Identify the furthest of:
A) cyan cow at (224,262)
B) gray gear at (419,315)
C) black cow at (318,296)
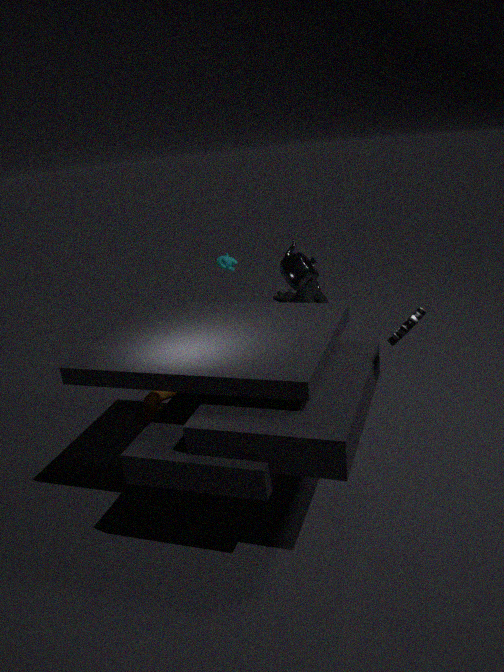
cyan cow at (224,262)
